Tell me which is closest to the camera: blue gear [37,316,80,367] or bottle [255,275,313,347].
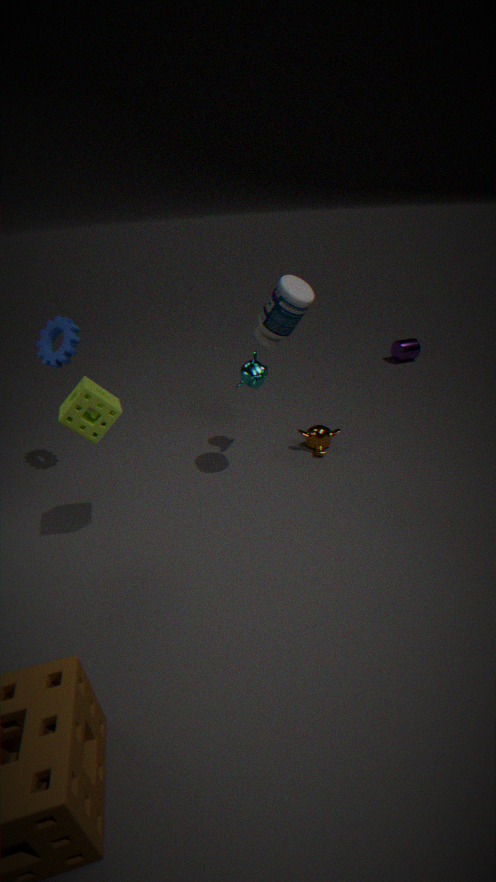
bottle [255,275,313,347]
